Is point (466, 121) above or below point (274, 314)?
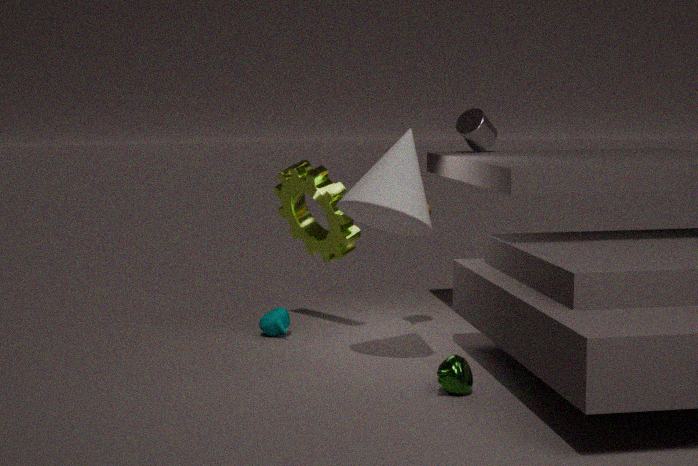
above
